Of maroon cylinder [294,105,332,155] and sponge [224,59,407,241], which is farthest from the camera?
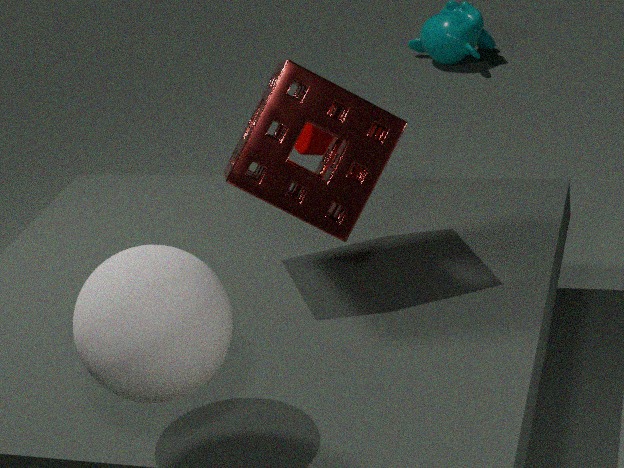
maroon cylinder [294,105,332,155]
